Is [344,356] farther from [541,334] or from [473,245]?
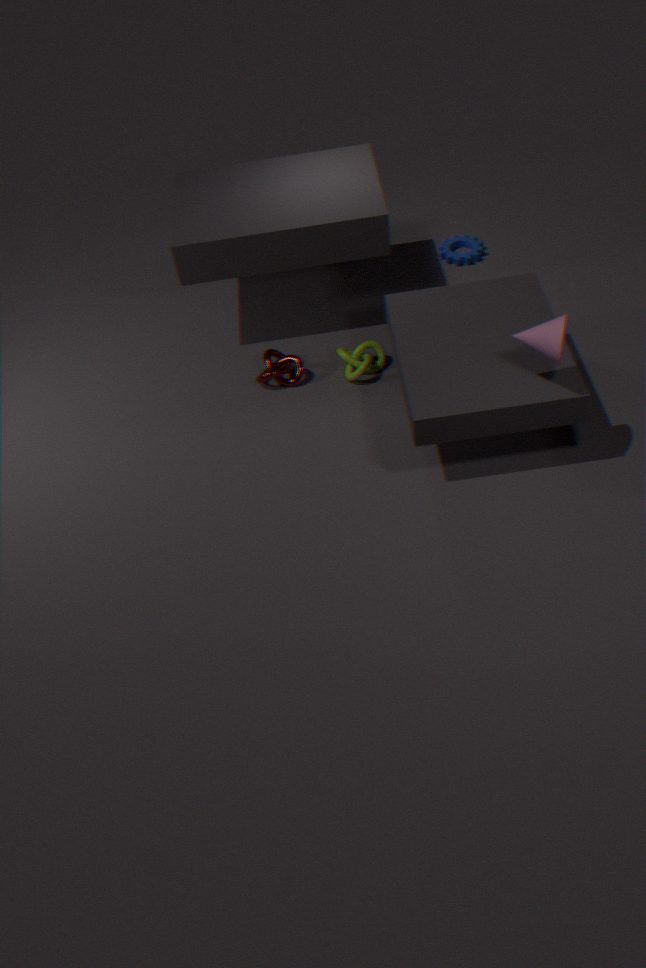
[541,334]
